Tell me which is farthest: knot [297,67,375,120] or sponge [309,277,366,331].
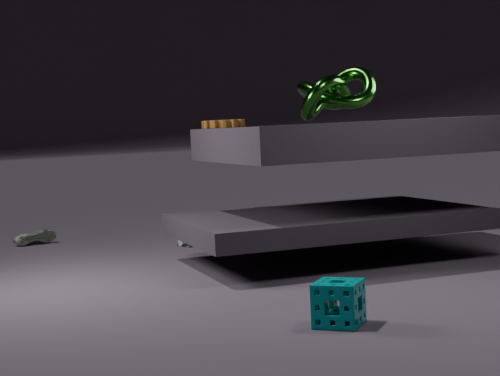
knot [297,67,375,120]
